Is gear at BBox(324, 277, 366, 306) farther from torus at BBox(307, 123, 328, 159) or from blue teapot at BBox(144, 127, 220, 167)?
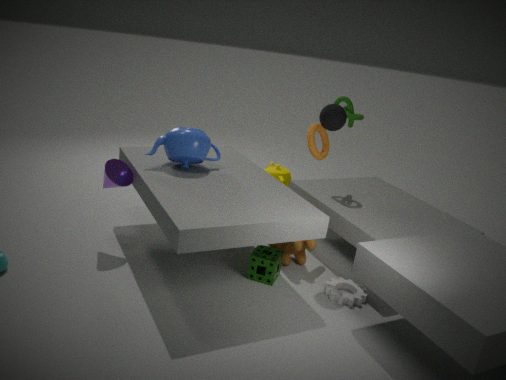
blue teapot at BBox(144, 127, 220, 167)
